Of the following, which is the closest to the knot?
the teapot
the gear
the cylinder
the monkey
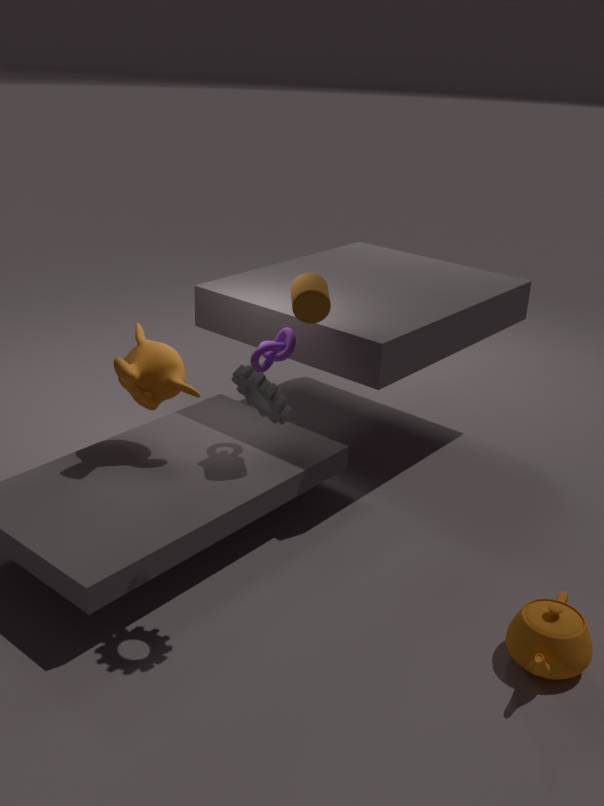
the cylinder
